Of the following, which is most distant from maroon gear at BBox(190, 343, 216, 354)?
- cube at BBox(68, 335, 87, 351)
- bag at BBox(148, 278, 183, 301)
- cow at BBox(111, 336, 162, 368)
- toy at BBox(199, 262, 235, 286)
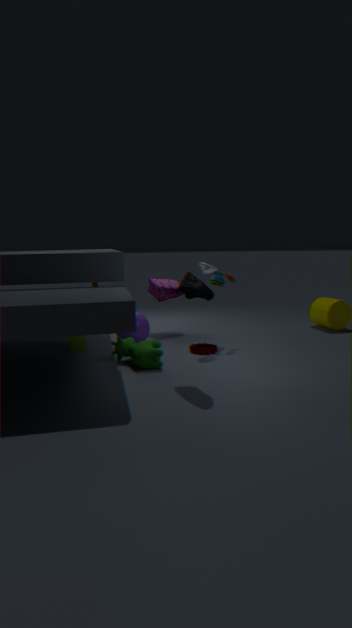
cube at BBox(68, 335, 87, 351)
